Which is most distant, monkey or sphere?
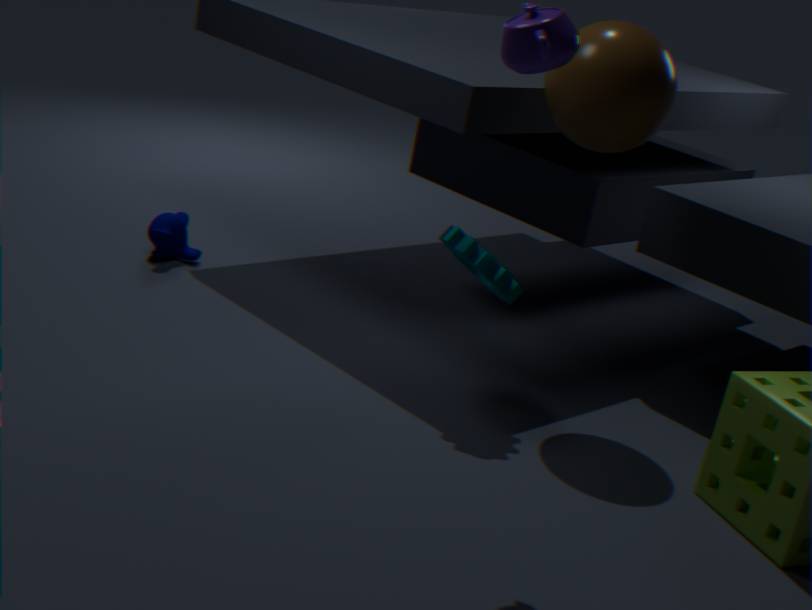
monkey
